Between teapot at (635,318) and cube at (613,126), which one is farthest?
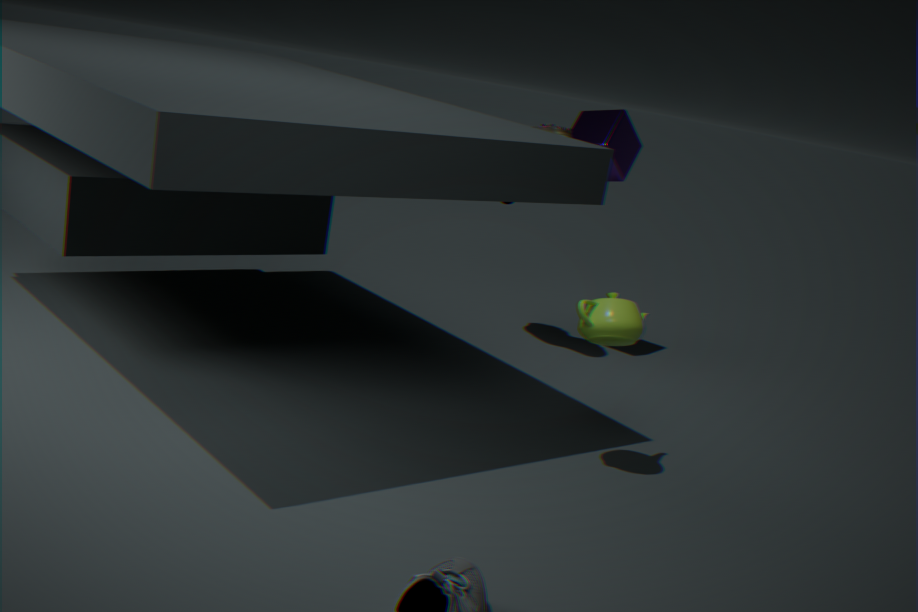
cube at (613,126)
